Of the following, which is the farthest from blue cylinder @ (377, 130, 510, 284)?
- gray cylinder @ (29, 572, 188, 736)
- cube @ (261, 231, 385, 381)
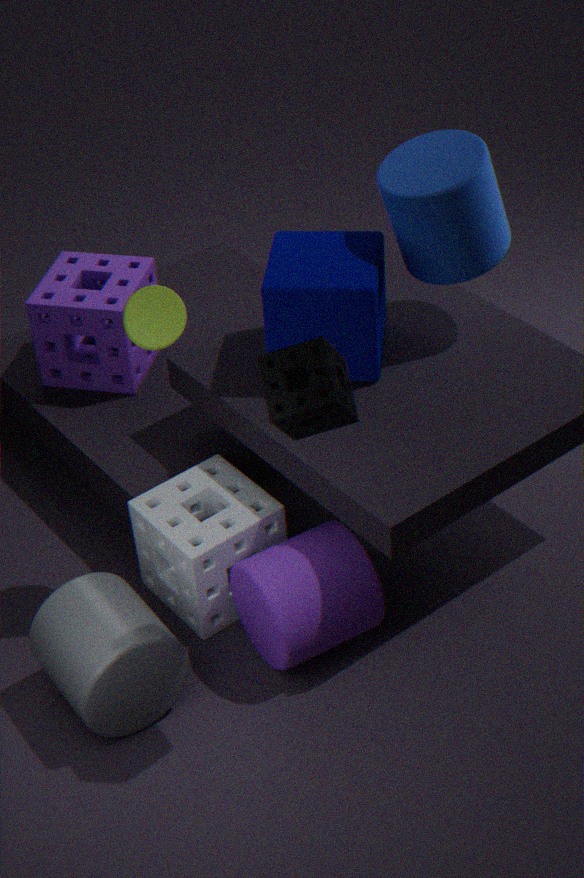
gray cylinder @ (29, 572, 188, 736)
